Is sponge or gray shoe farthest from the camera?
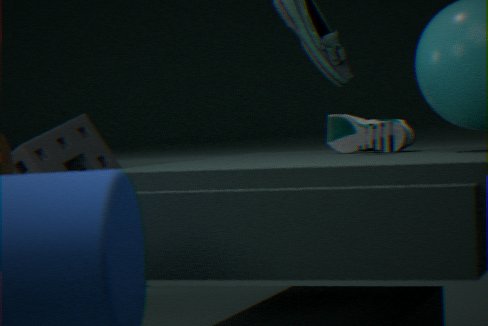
sponge
